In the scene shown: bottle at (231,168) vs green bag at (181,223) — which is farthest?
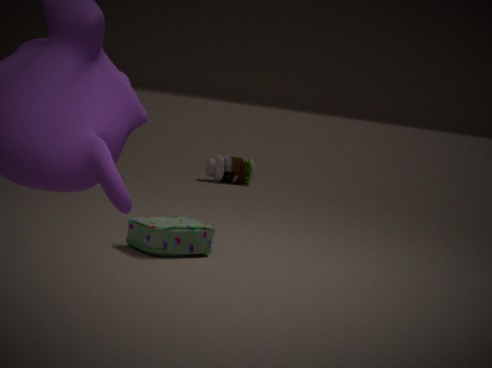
bottle at (231,168)
